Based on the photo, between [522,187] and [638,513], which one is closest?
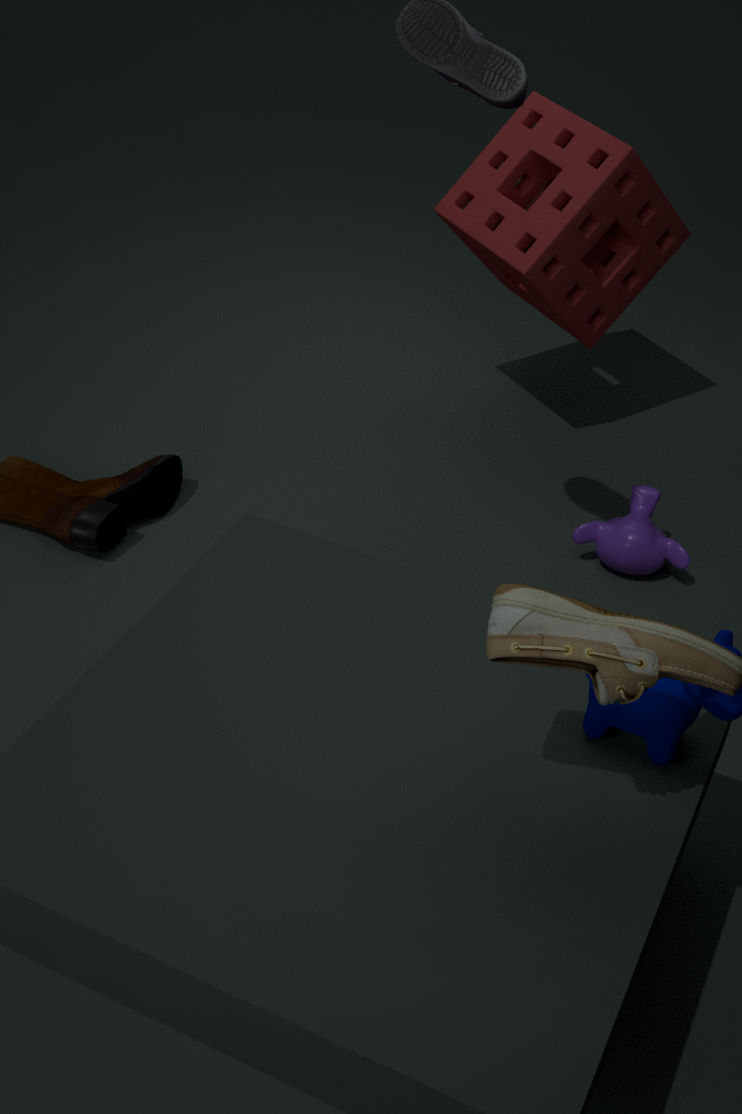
[638,513]
